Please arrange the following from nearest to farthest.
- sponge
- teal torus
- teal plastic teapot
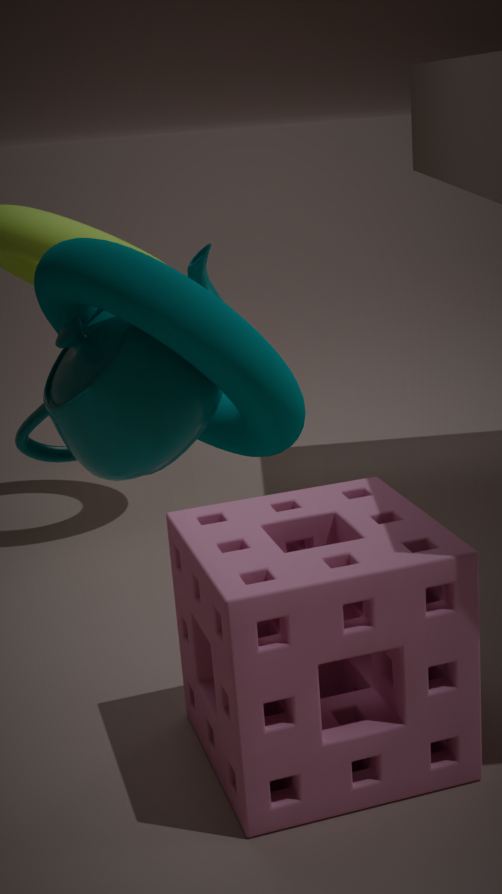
teal torus → teal plastic teapot → sponge
